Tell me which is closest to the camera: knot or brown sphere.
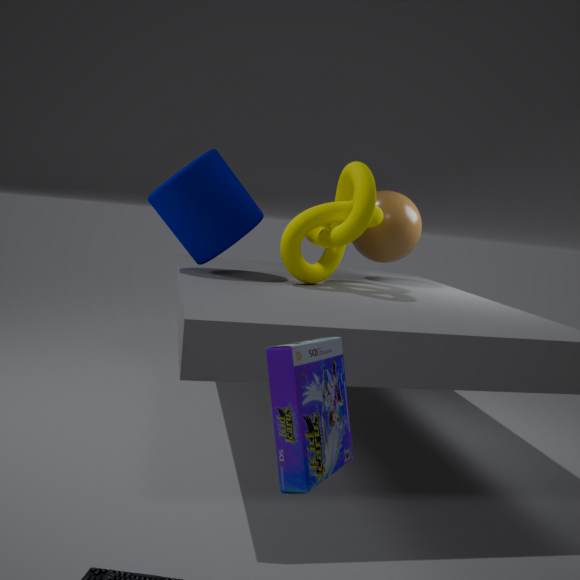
knot
